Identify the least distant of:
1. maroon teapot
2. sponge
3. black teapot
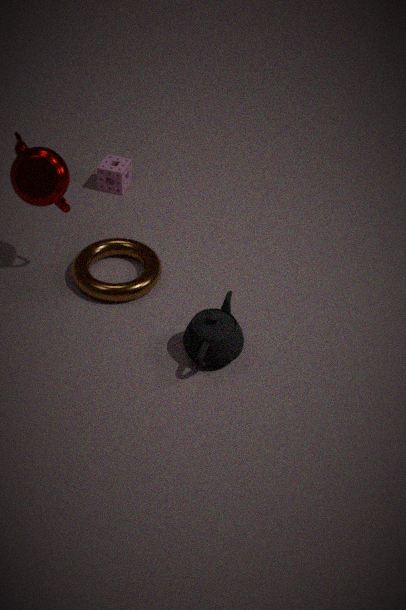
black teapot
